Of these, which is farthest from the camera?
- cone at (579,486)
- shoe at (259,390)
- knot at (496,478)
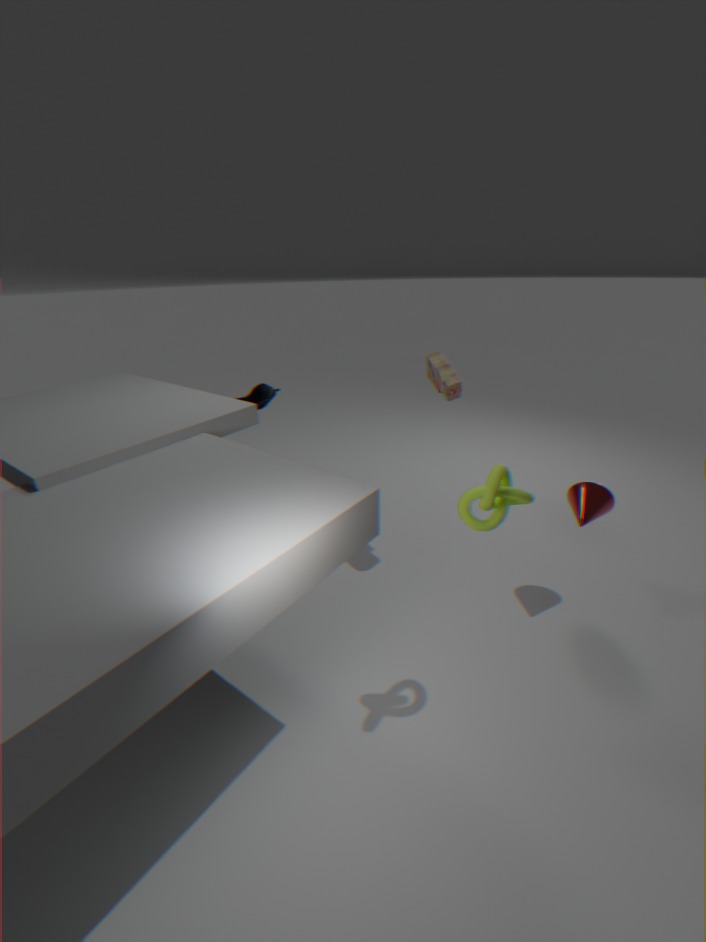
shoe at (259,390)
